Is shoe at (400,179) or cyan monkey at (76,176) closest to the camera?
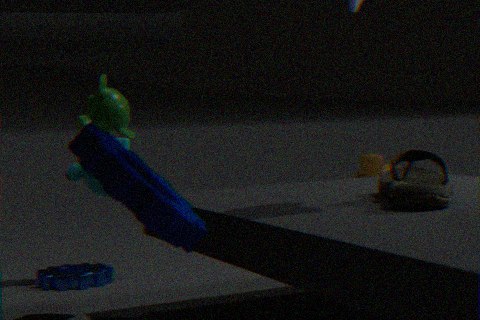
shoe at (400,179)
